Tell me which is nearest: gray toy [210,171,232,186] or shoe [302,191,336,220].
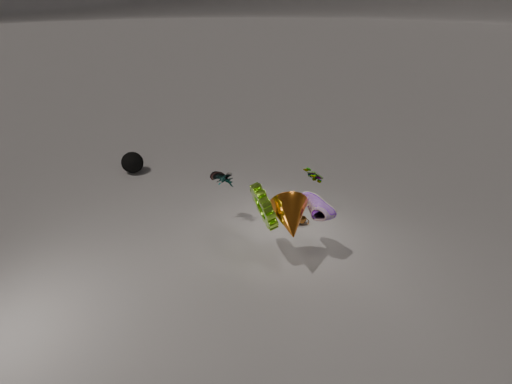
shoe [302,191,336,220]
